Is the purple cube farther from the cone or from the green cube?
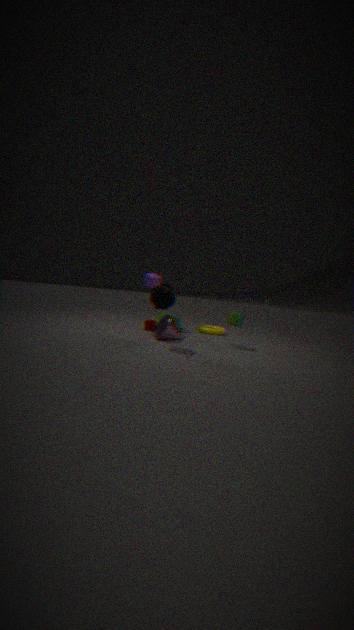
the green cube
